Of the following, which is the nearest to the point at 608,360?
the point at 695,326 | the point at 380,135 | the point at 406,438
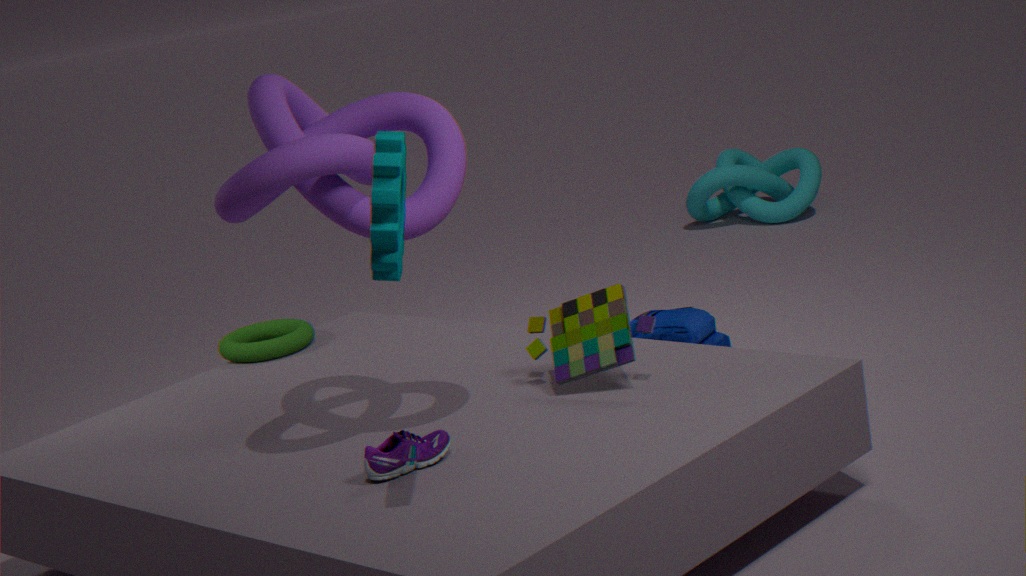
the point at 406,438
